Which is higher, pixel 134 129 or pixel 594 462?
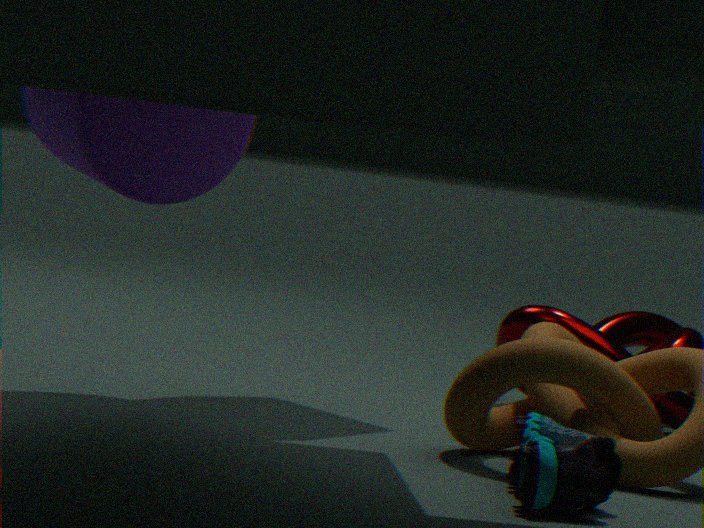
pixel 134 129
